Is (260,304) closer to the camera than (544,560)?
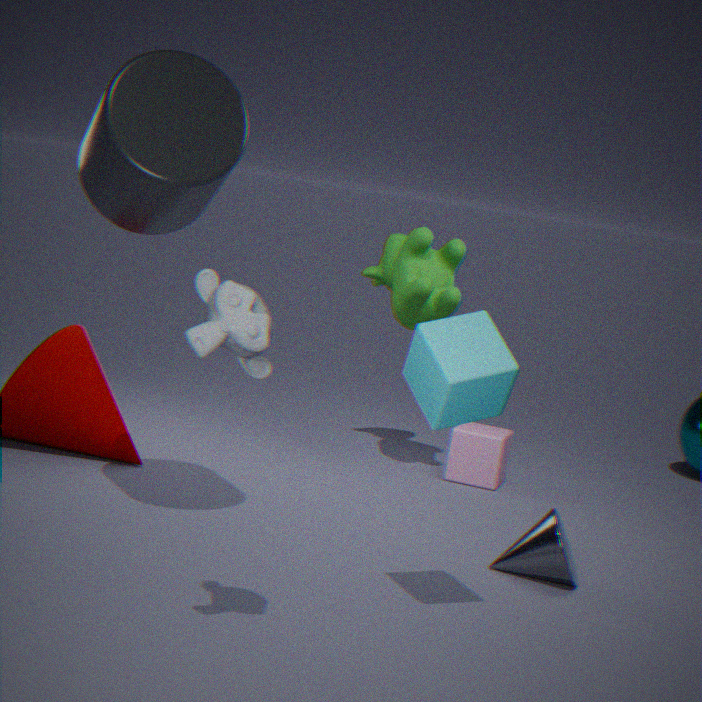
Yes
